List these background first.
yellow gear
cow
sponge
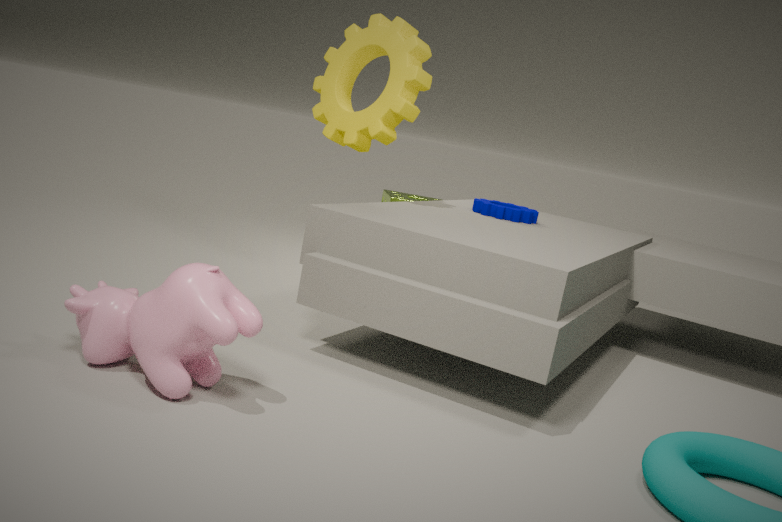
sponge, yellow gear, cow
